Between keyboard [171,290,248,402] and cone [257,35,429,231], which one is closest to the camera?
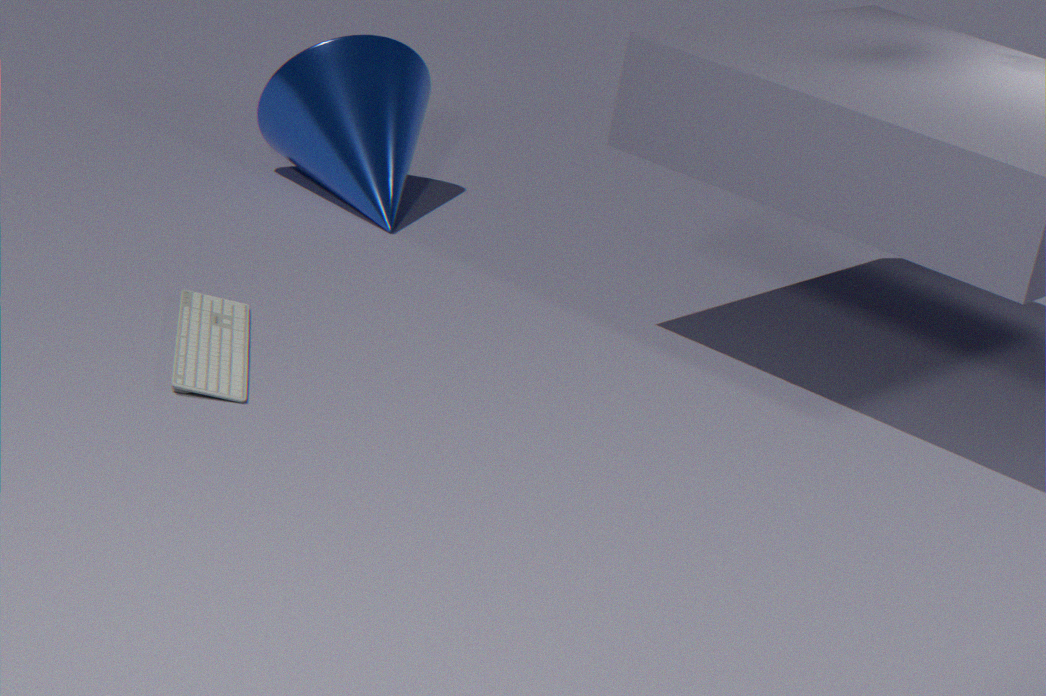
keyboard [171,290,248,402]
